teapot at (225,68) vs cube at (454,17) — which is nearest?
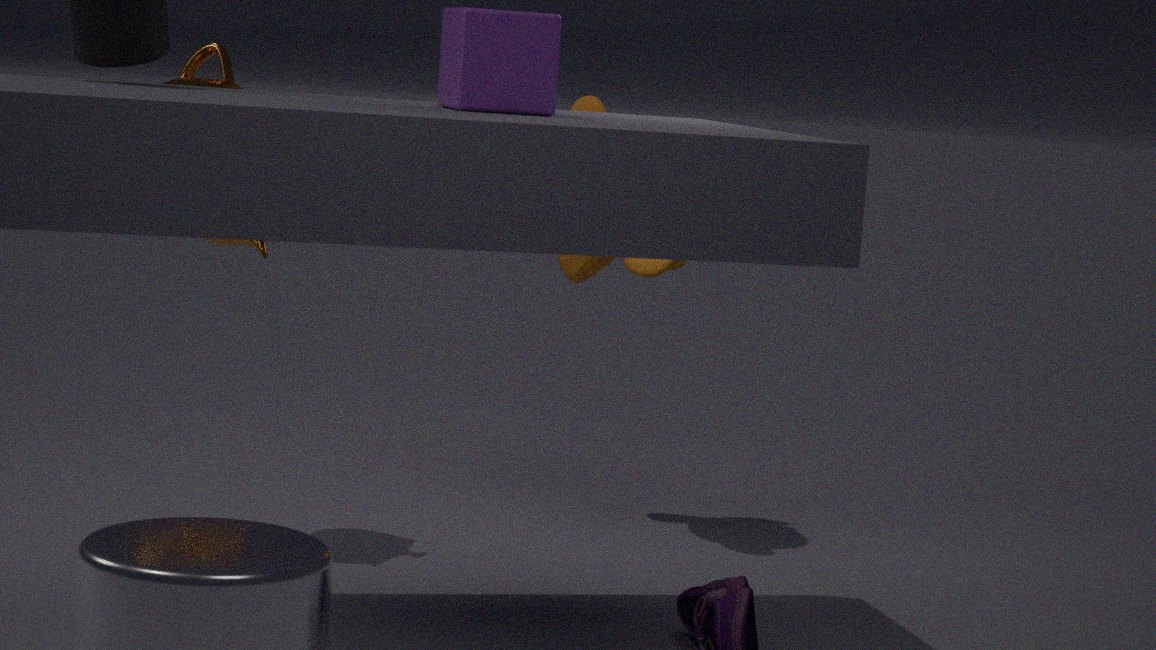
cube at (454,17)
